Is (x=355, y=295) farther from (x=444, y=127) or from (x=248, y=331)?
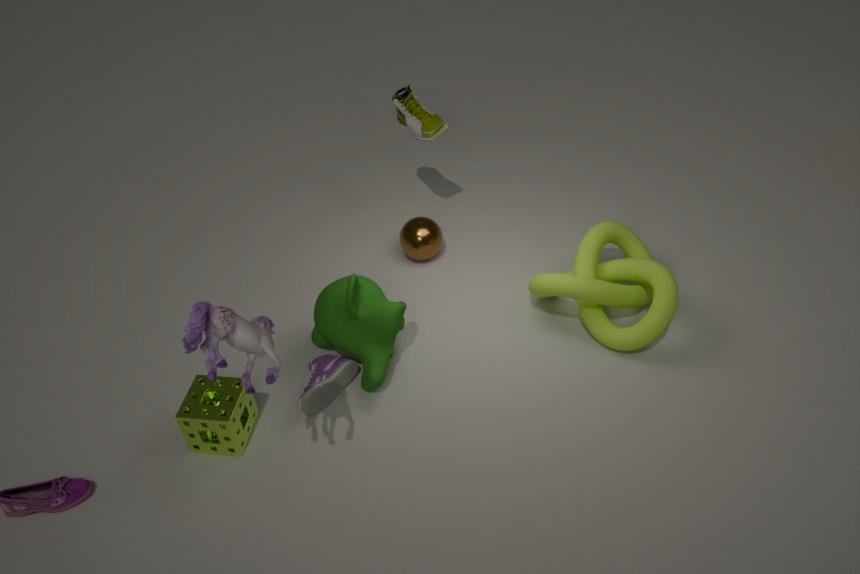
(x=444, y=127)
